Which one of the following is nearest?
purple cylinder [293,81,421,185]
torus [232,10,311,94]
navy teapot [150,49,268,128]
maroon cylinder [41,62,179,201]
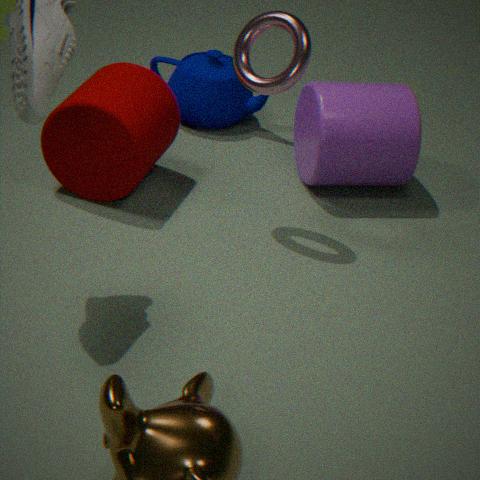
torus [232,10,311,94]
